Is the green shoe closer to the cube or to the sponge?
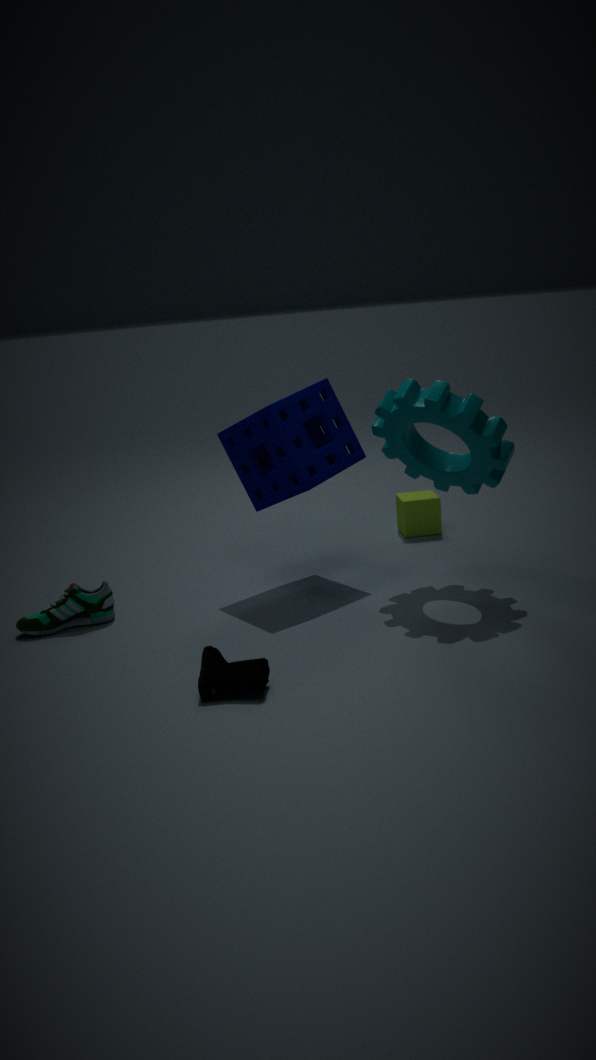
the sponge
